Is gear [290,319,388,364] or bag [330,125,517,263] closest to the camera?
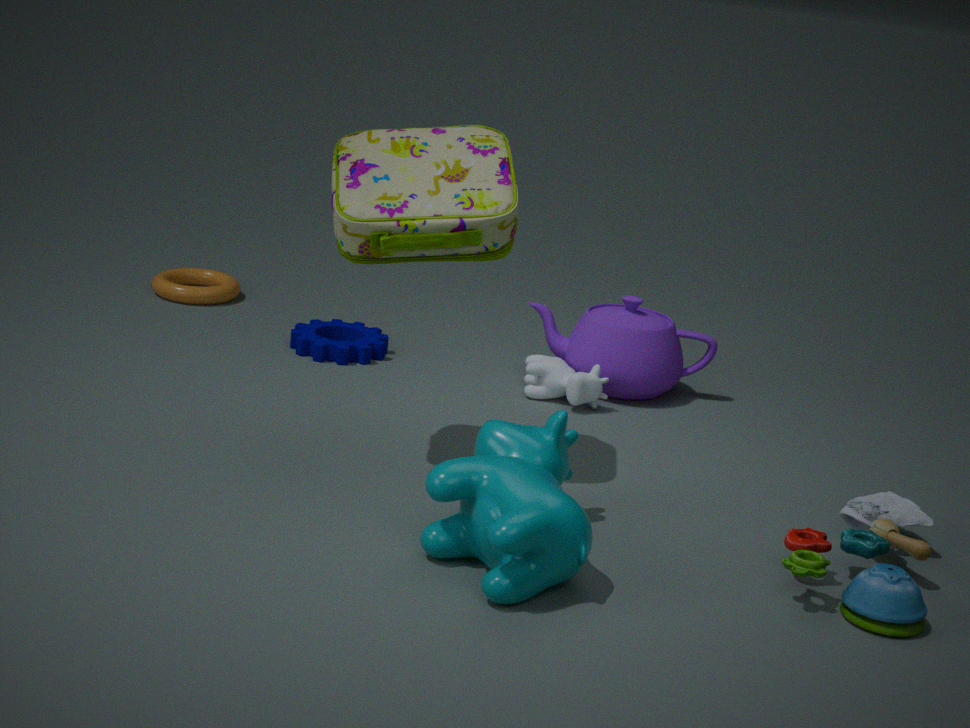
bag [330,125,517,263]
